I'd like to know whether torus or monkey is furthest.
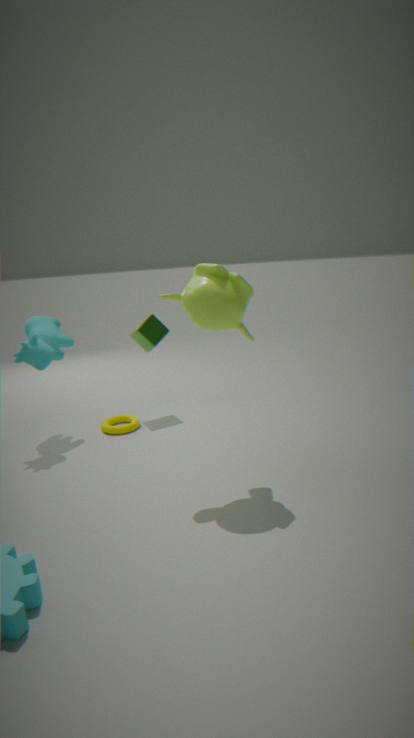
torus
